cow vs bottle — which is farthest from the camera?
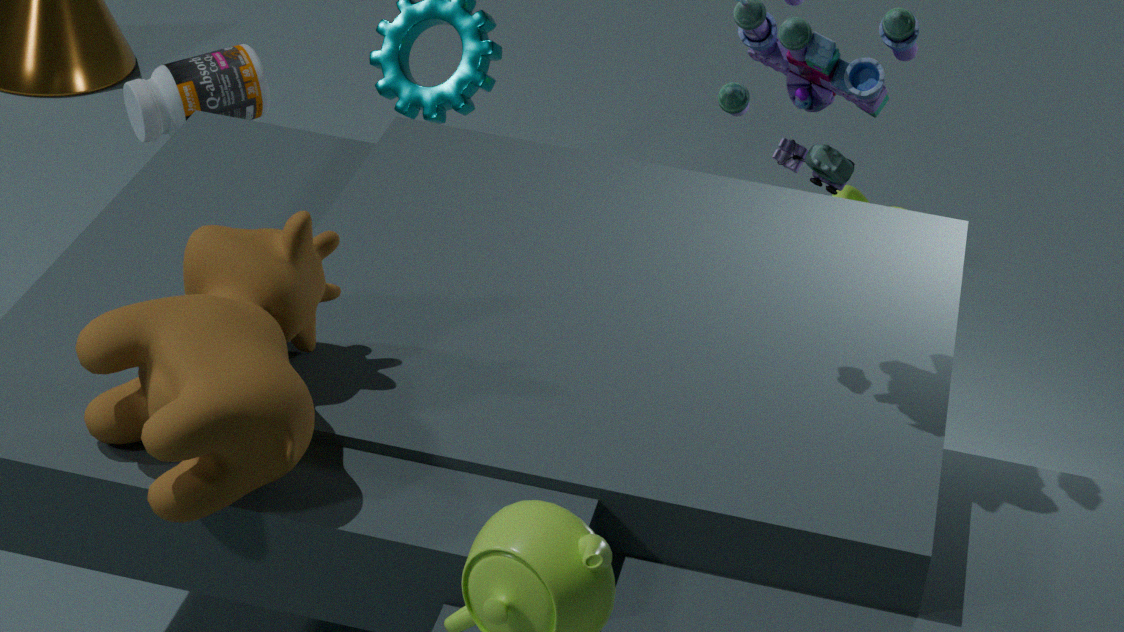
bottle
